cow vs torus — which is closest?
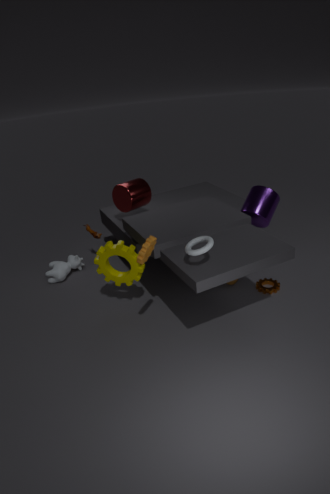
torus
